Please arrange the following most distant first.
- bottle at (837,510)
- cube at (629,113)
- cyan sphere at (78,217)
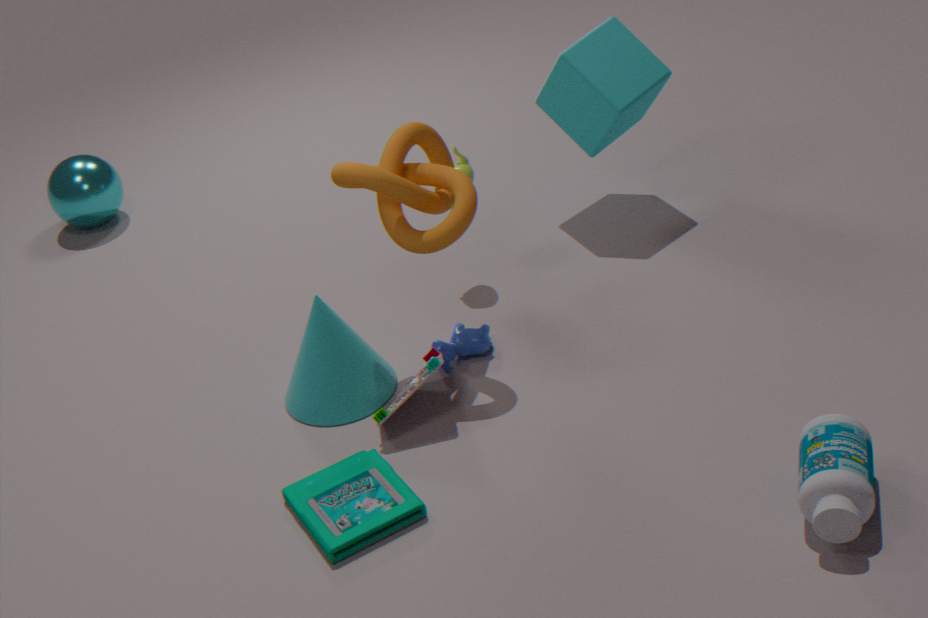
cyan sphere at (78,217)
cube at (629,113)
bottle at (837,510)
